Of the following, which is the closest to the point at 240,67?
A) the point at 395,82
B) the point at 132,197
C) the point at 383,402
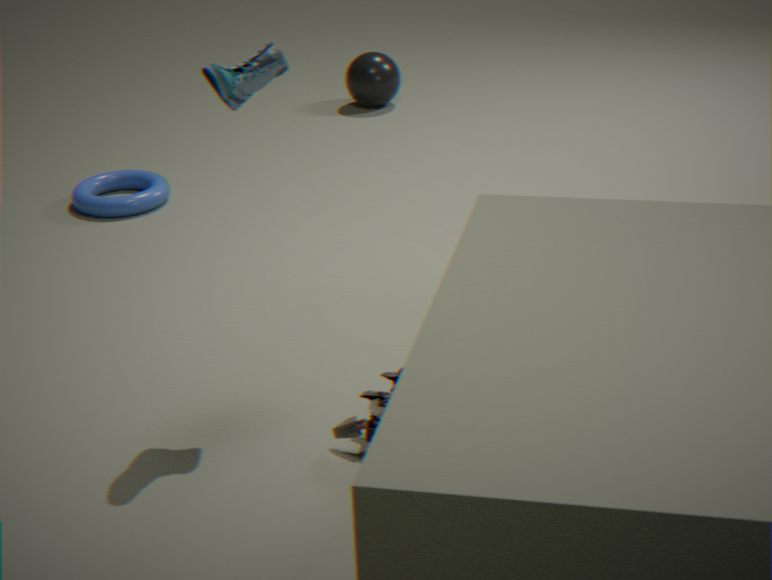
the point at 383,402
